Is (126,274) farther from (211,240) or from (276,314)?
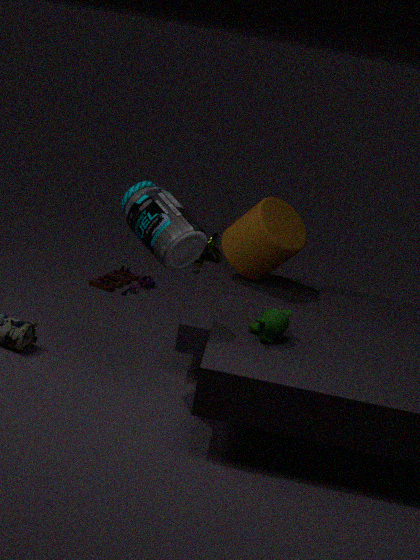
(276,314)
